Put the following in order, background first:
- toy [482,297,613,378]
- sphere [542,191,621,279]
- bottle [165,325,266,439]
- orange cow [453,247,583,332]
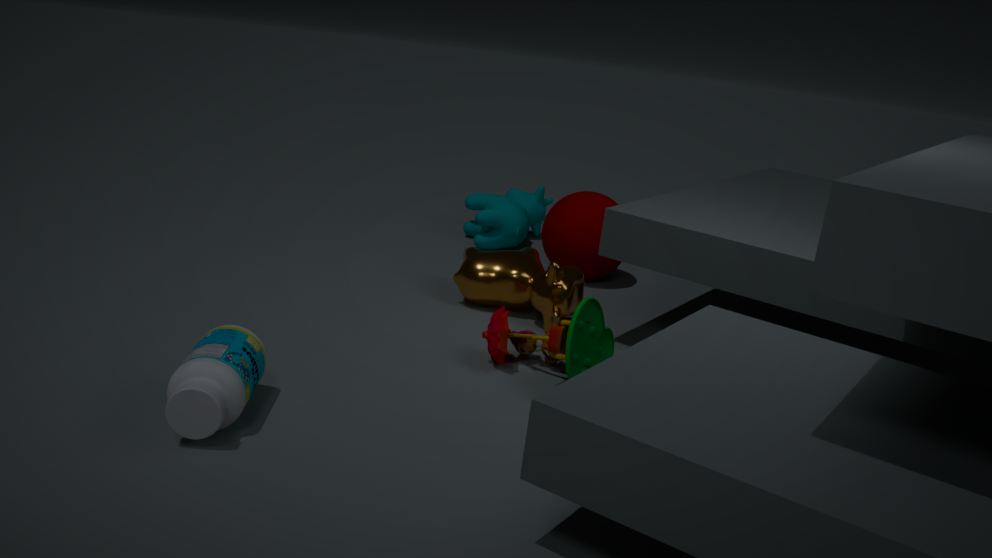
sphere [542,191,621,279] → orange cow [453,247,583,332] → toy [482,297,613,378] → bottle [165,325,266,439]
